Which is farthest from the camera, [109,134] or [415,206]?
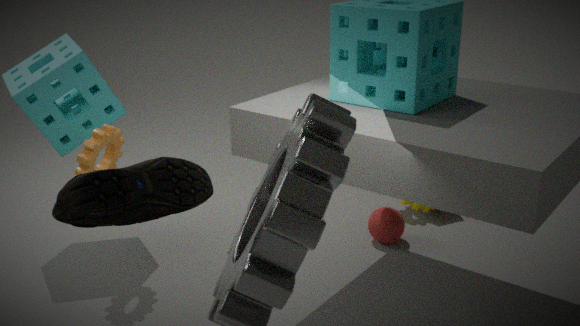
[415,206]
